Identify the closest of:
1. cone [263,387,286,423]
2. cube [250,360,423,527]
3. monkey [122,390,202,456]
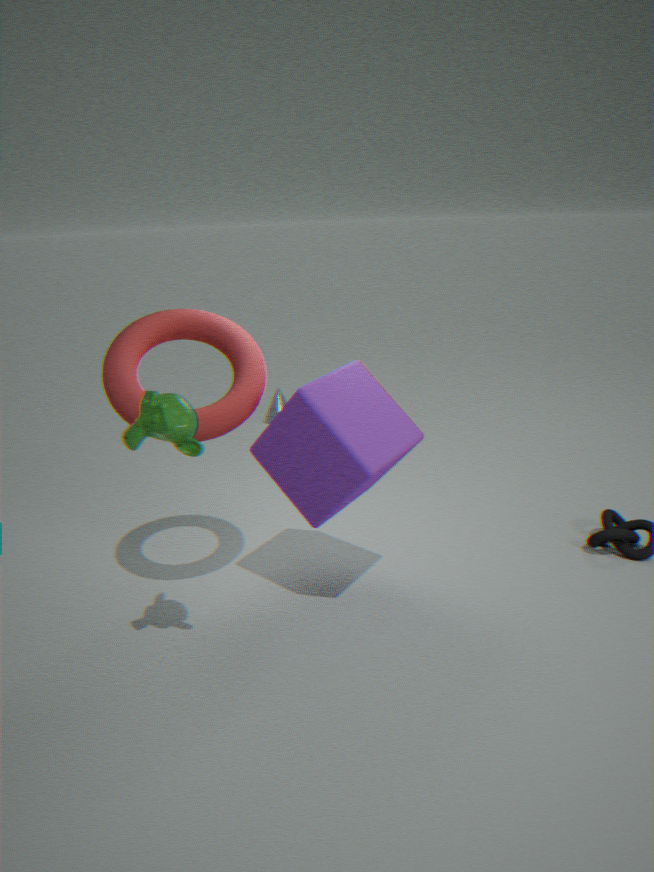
monkey [122,390,202,456]
